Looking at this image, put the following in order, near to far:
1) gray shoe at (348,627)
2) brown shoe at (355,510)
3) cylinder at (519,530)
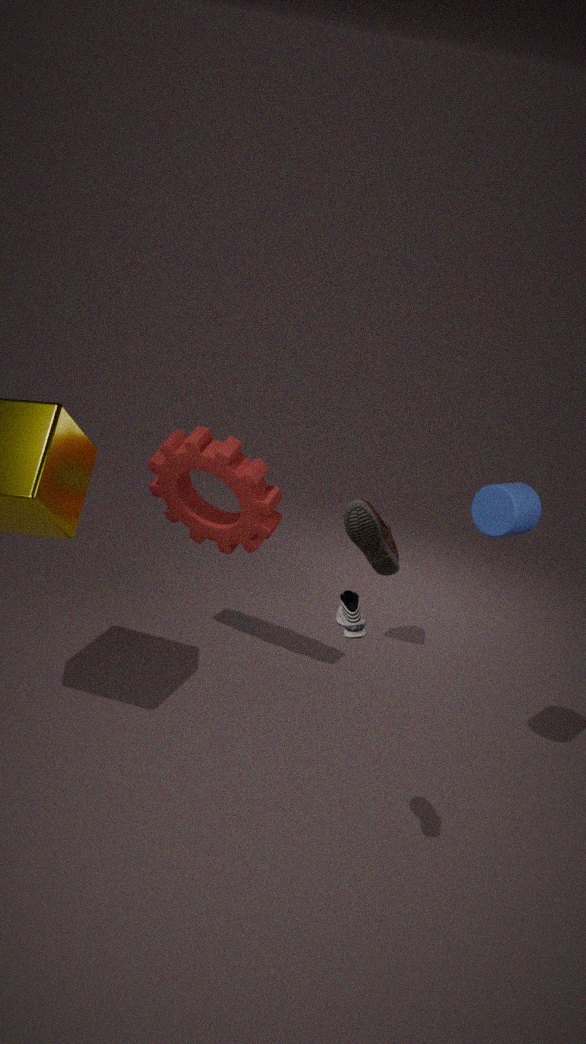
1. gray shoe at (348,627) → 3. cylinder at (519,530) → 2. brown shoe at (355,510)
